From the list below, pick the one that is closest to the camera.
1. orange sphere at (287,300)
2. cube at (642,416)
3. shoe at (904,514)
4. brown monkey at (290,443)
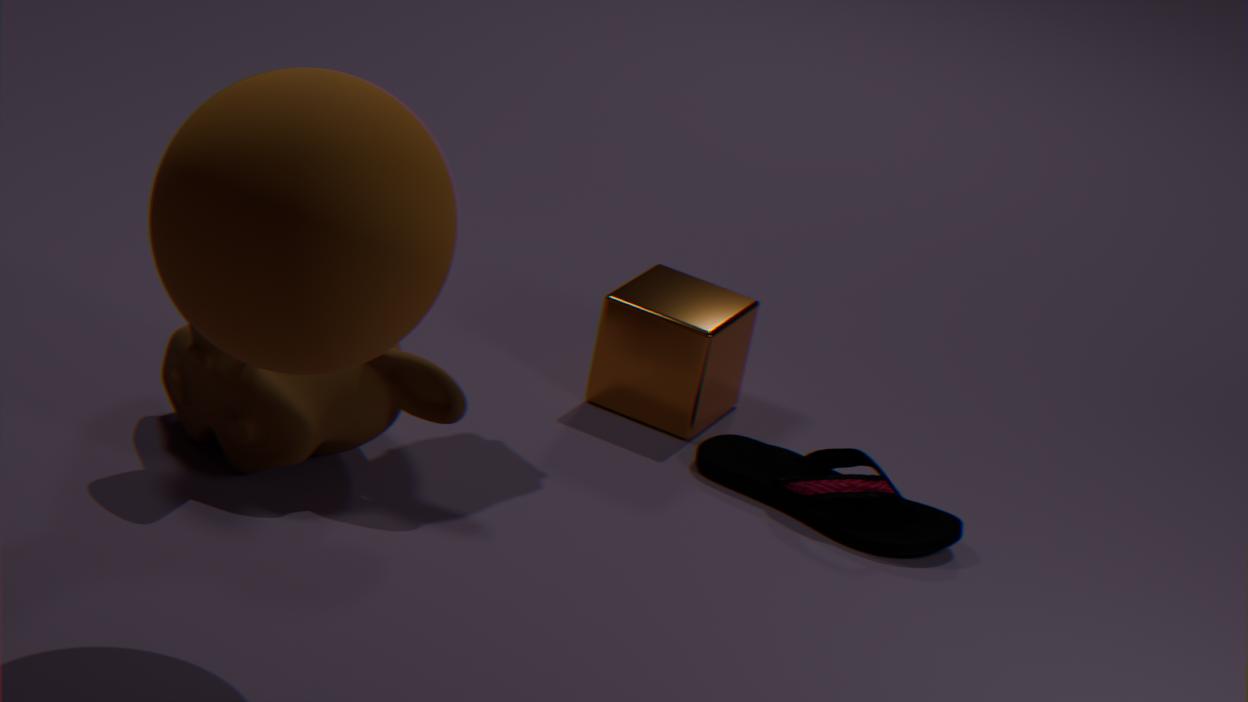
orange sphere at (287,300)
